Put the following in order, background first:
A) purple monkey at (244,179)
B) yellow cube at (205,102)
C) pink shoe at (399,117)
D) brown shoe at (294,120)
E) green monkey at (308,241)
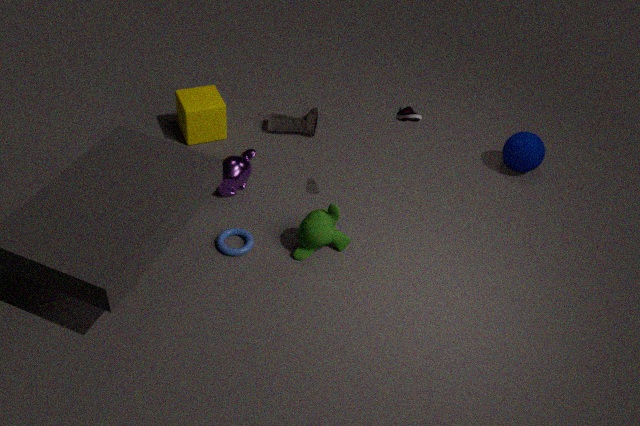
1. brown shoe at (294,120)
2. yellow cube at (205,102)
3. purple monkey at (244,179)
4. green monkey at (308,241)
5. pink shoe at (399,117)
